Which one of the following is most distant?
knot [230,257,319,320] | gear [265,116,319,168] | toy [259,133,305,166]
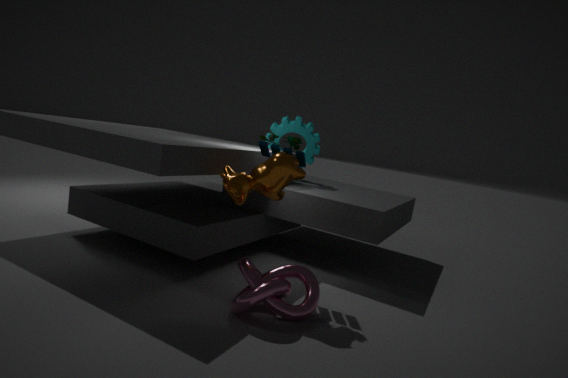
gear [265,116,319,168]
